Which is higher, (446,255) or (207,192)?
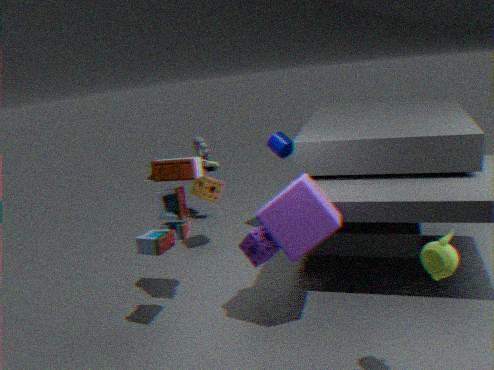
(446,255)
